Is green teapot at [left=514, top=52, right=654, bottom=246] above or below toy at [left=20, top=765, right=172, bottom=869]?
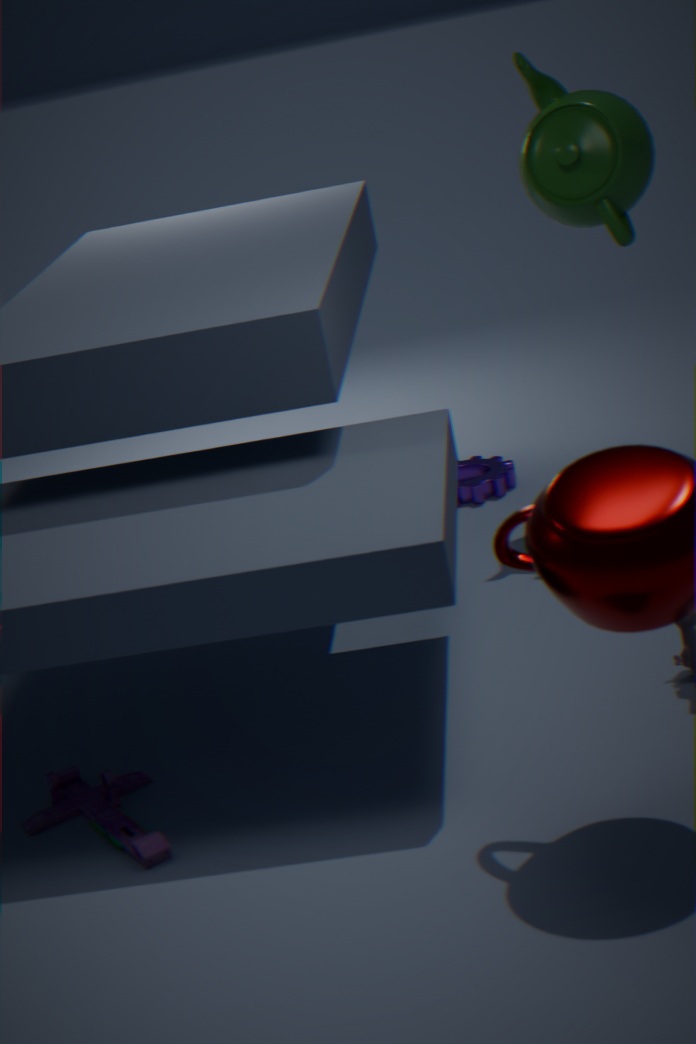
above
